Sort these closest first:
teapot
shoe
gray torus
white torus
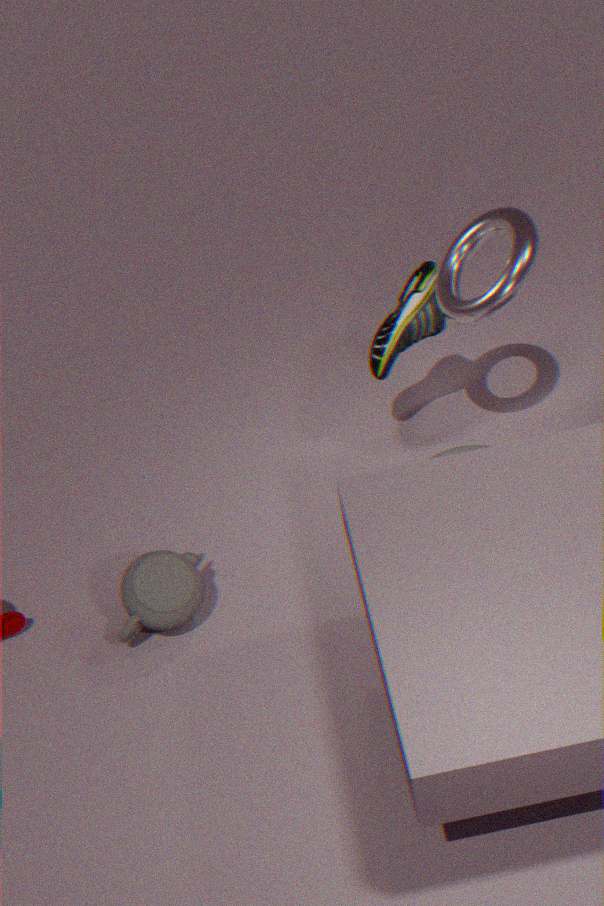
teapot
white torus
shoe
gray torus
